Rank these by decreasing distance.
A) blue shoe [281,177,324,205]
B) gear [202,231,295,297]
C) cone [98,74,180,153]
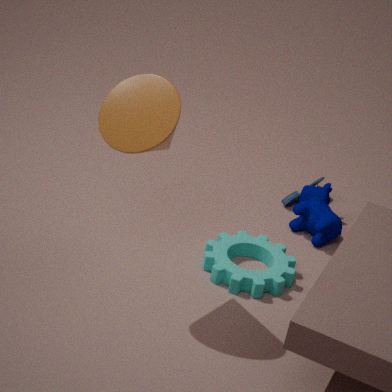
blue shoe [281,177,324,205] → gear [202,231,295,297] → cone [98,74,180,153]
